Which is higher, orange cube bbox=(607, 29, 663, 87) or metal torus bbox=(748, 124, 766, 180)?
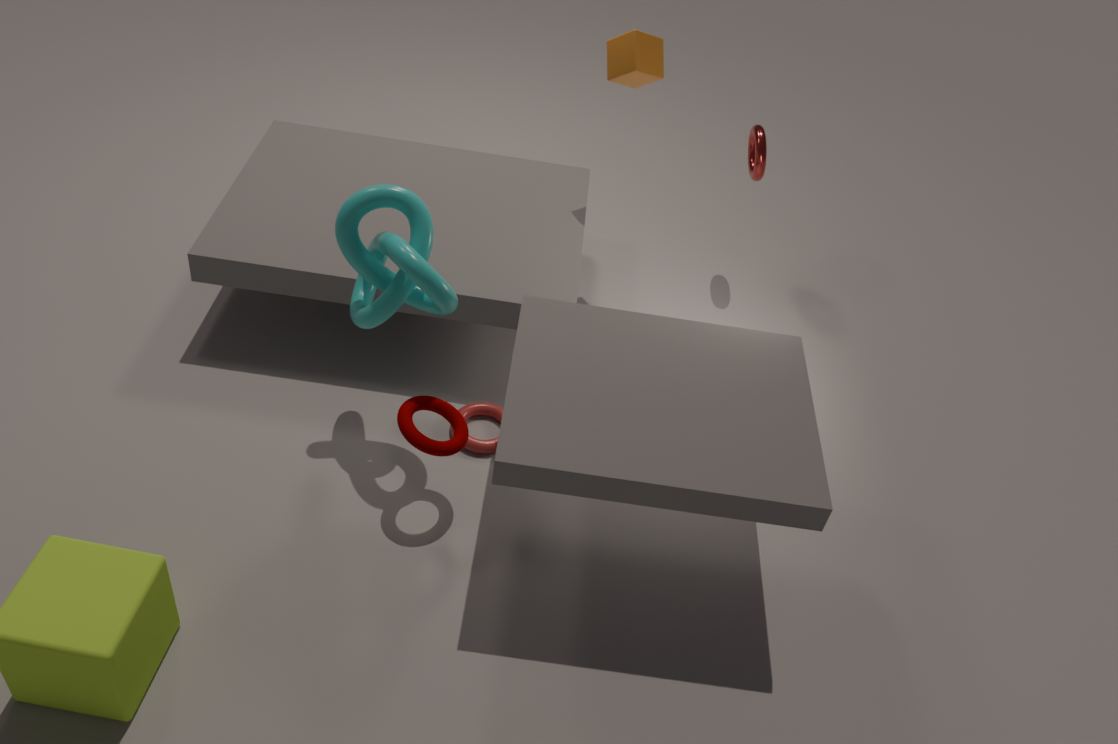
orange cube bbox=(607, 29, 663, 87)
